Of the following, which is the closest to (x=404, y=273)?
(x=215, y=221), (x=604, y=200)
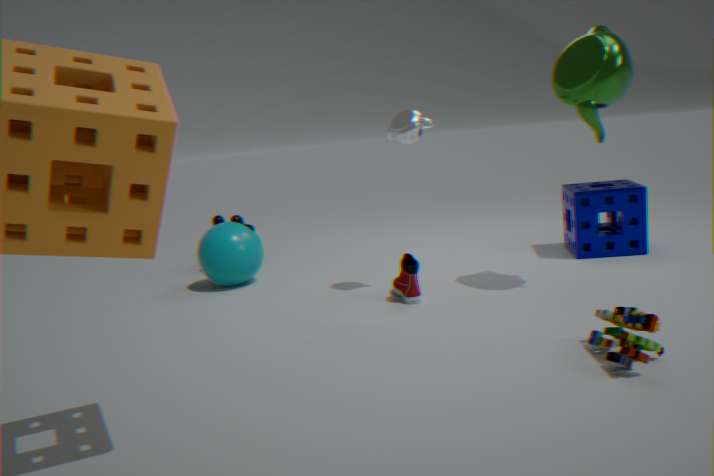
(x=604, y=200)
